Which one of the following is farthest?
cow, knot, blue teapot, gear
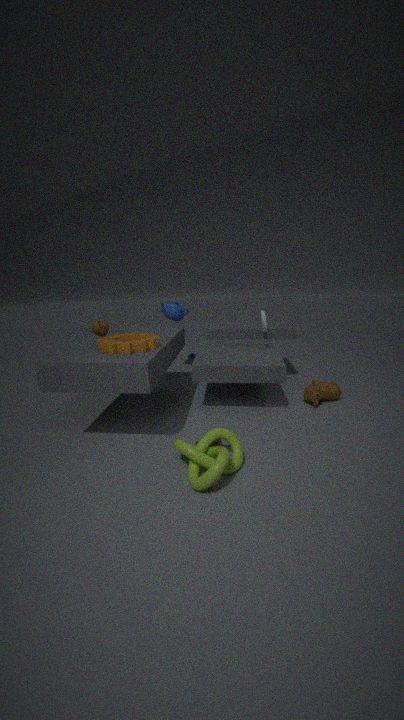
blue teapot
